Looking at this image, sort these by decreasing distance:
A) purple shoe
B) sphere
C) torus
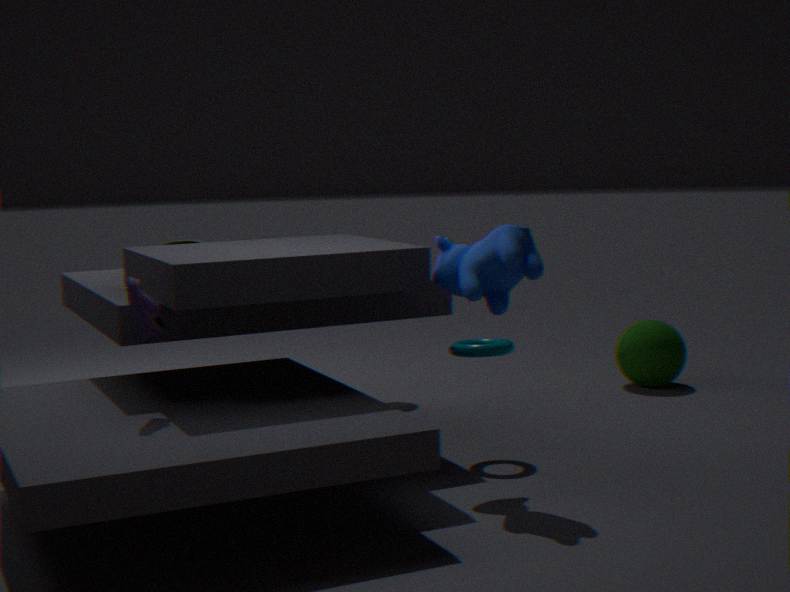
sphere → torus → purple shoe
